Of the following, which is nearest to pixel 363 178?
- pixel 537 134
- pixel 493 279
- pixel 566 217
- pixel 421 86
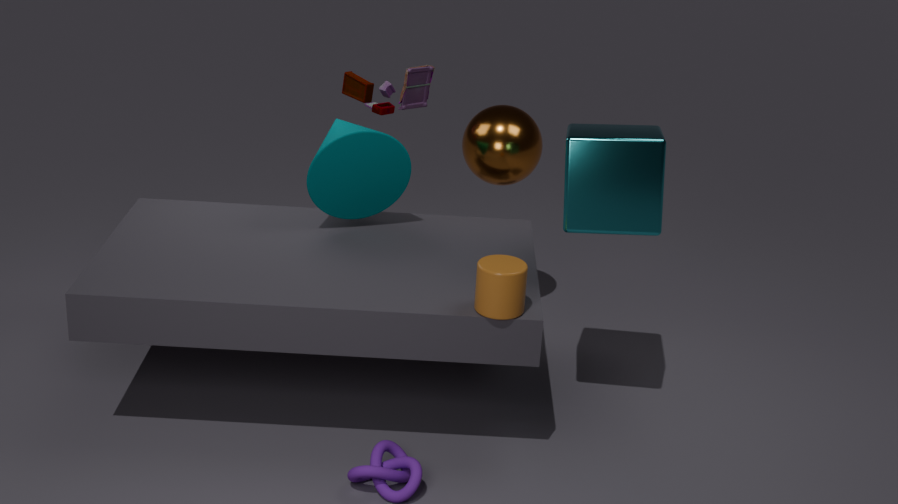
pixel 421 86
